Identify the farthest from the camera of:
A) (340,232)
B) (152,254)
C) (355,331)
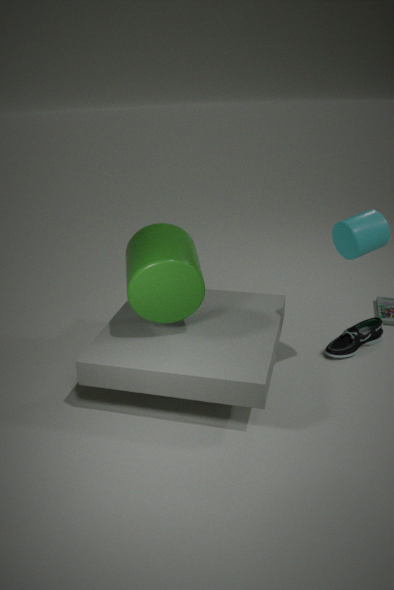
(355,331)
